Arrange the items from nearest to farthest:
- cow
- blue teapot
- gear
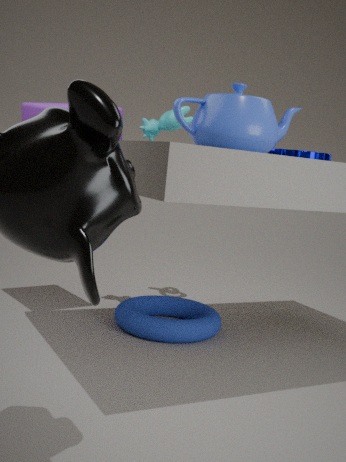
1. blue teapot
2. gear
3. cow
